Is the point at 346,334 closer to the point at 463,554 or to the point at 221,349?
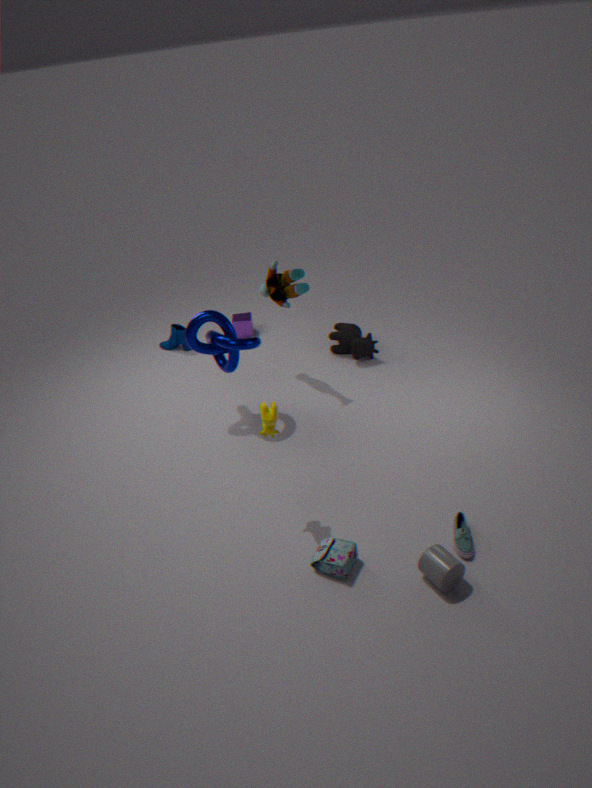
the point at 221,349
